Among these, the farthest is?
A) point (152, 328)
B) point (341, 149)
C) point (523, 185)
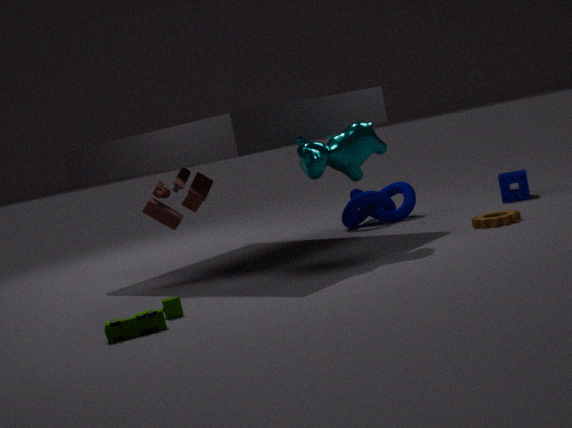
point (523, 185)
